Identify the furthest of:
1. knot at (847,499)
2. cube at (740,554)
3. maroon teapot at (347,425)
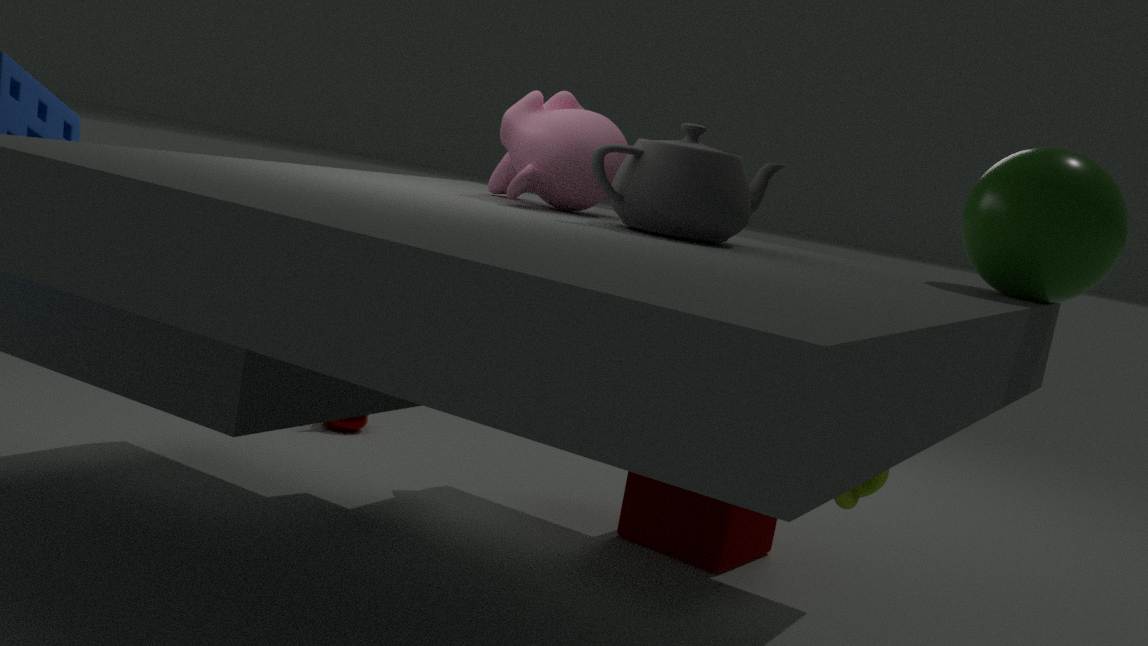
maroon teapot at (347,425)
